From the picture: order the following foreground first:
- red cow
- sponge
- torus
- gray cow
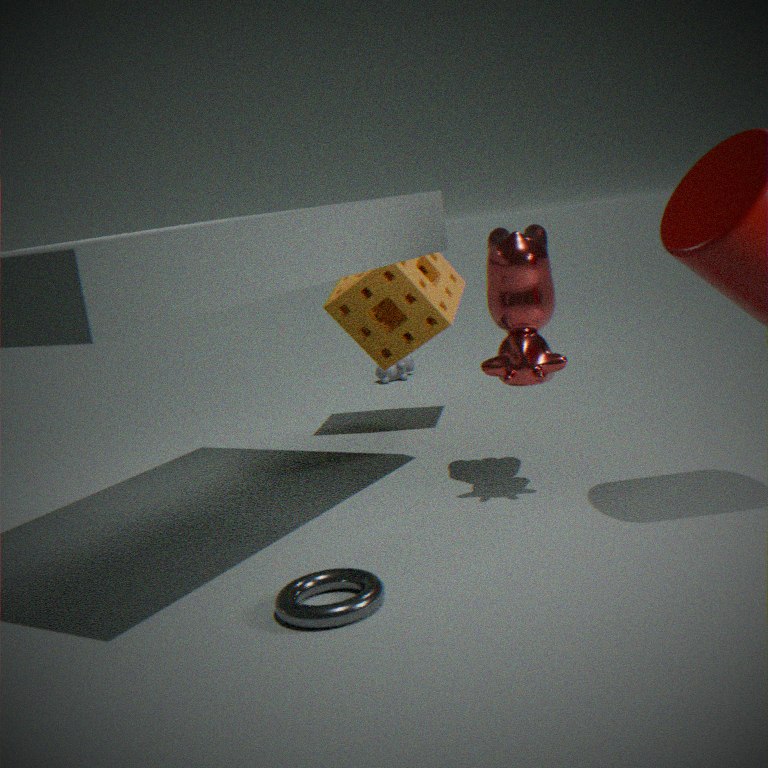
1. torus
2. red cow
3. sponge
4. gray cow
